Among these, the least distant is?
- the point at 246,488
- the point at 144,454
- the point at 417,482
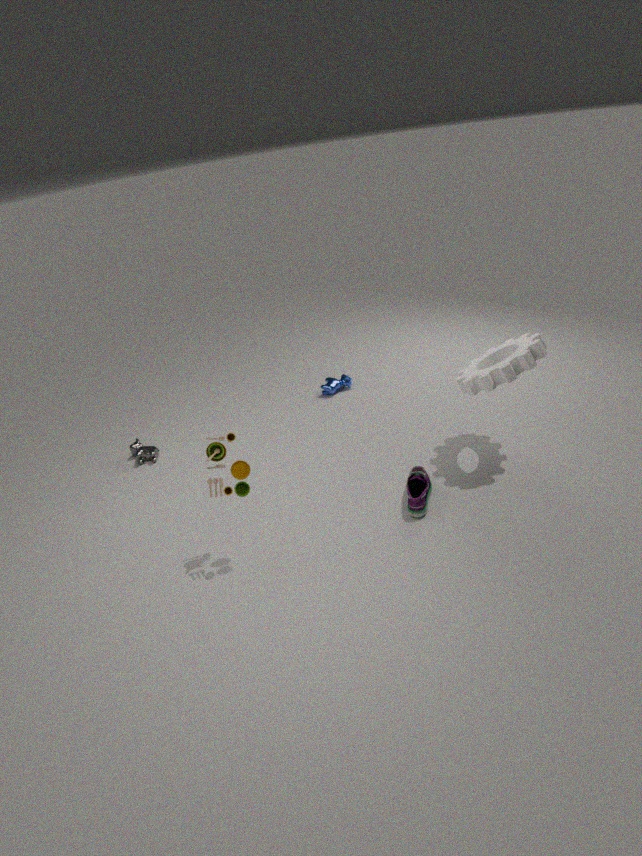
the point at 246,488
